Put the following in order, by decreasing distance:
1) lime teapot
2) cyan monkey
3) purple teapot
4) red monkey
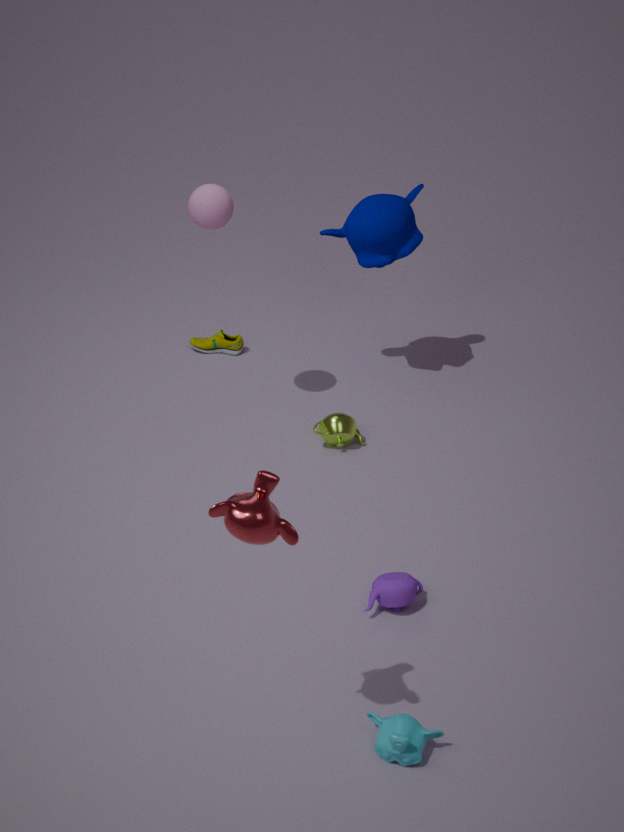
1. 1. lime teapot
2. 3. purple teapot
3. 2. cyan monkey
4. 4. red monkey
